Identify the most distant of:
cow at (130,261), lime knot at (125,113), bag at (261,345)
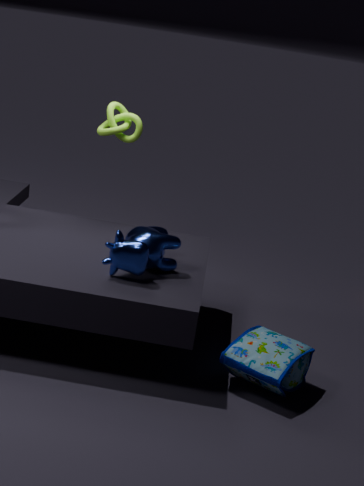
lime knot at (125,113)
